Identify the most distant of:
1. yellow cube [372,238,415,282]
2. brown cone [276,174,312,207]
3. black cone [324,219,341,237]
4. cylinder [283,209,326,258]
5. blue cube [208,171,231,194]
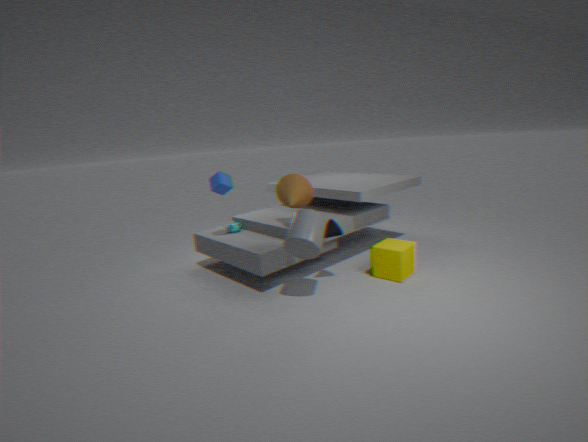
blue cube [208,171,231,194]
